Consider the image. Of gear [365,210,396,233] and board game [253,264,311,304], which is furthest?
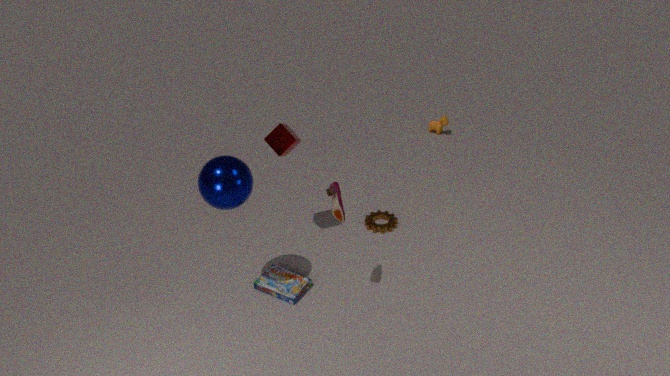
gear [365,210,396,233]
